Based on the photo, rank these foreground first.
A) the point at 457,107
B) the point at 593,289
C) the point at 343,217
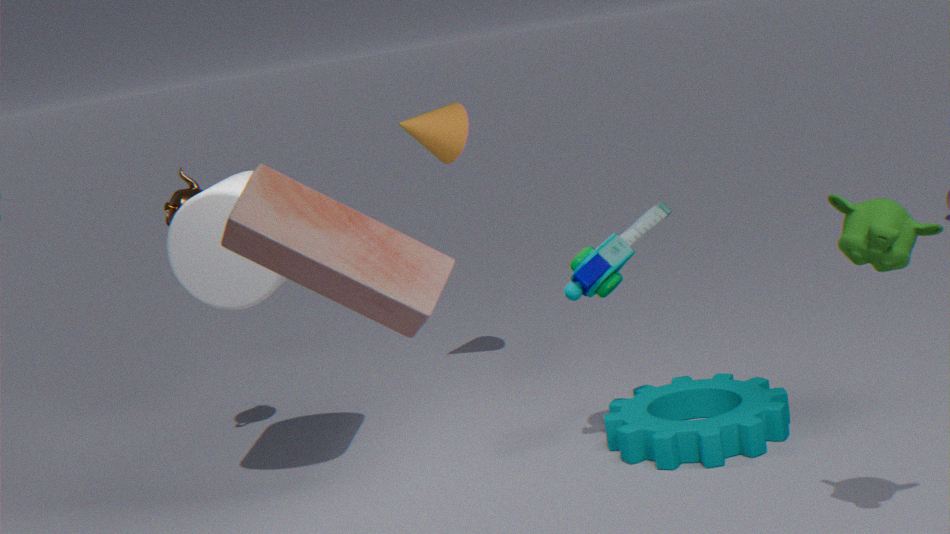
1. the point at 343,217
2. the point at 593,289
3. the point at 457,107
